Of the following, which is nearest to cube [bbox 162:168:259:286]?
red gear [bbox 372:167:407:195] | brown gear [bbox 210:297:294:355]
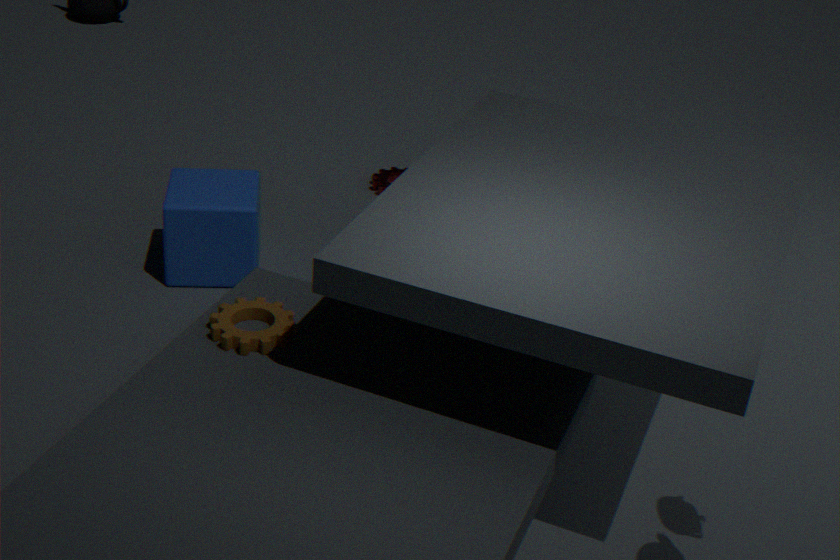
brown gear [bbox 210:297:294:355]
